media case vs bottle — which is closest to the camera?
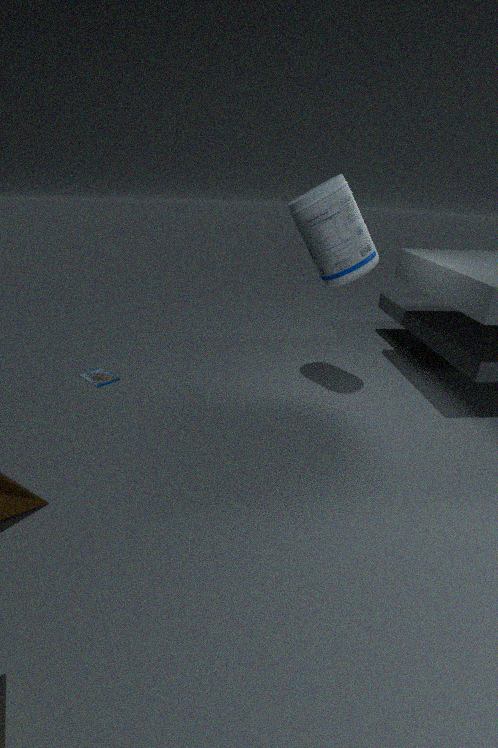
bottle
